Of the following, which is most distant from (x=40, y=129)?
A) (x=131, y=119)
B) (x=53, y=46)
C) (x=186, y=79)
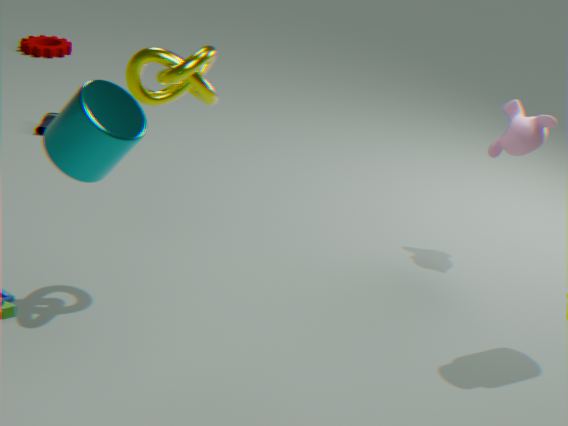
(x=131, y=119)
